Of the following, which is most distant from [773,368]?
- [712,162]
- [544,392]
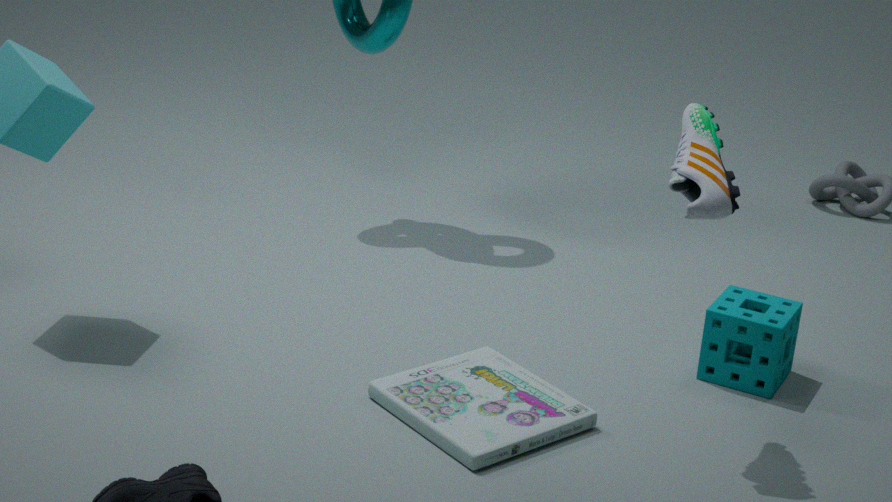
[544,392]
